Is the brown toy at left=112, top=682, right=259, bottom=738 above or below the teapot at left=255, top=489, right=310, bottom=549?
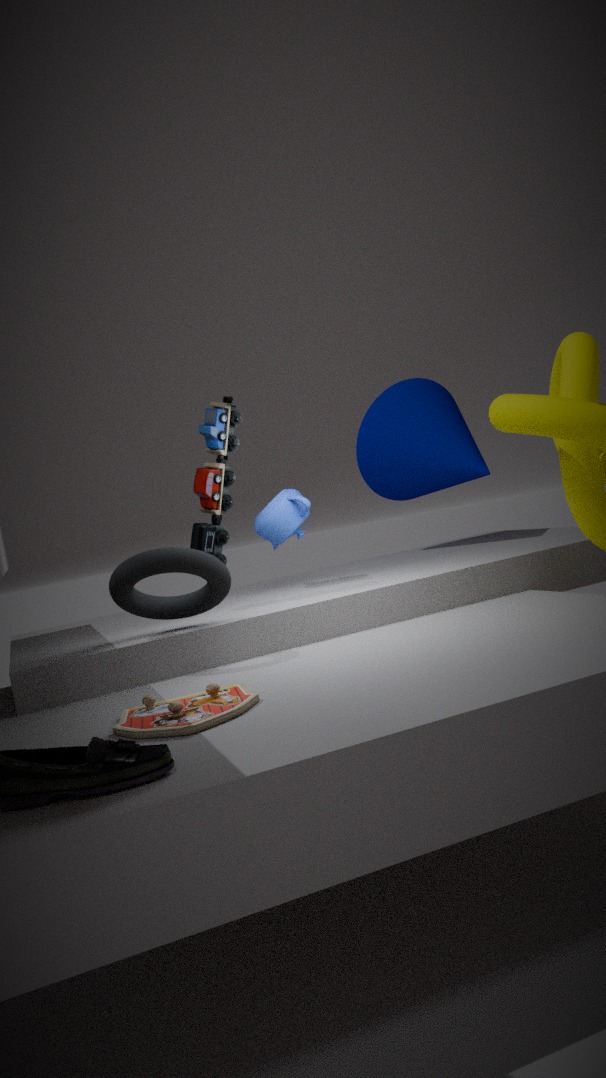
below
